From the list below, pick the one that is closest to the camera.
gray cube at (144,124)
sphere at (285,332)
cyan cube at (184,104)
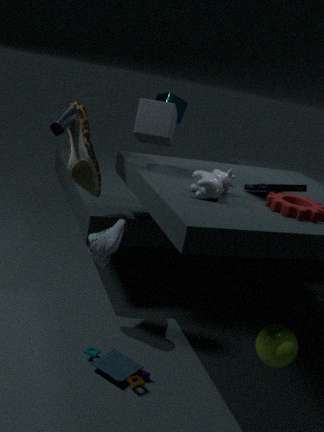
sphere at (285,332)
